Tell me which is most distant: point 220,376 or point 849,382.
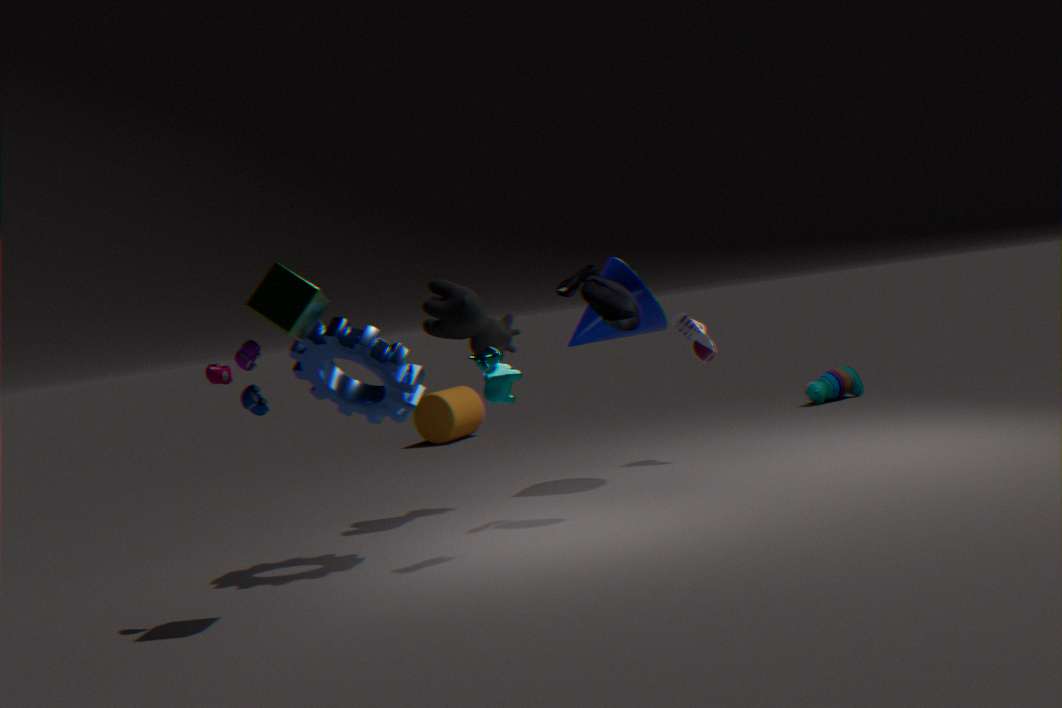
point 849,382
